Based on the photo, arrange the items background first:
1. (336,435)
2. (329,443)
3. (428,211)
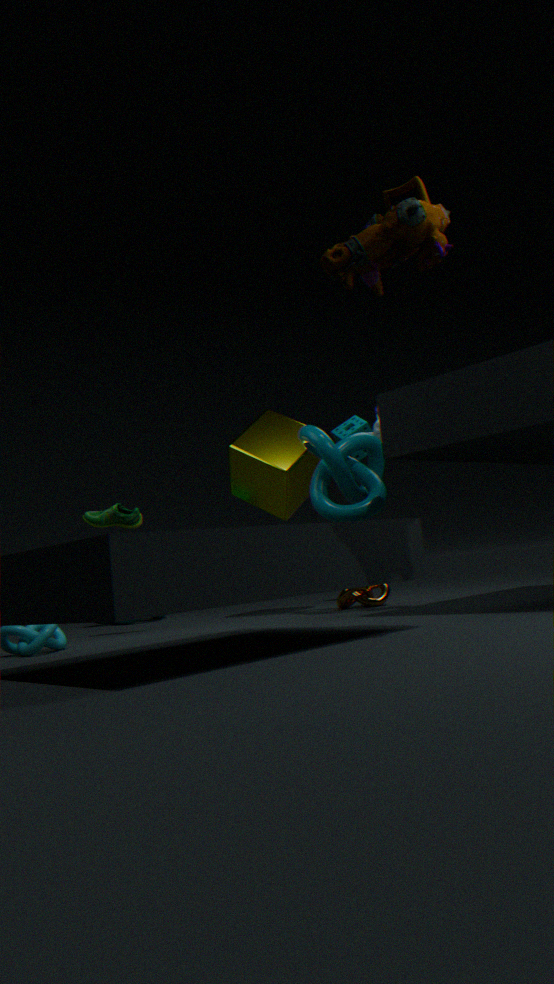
(336,435) → (329,443) → (428,211)
